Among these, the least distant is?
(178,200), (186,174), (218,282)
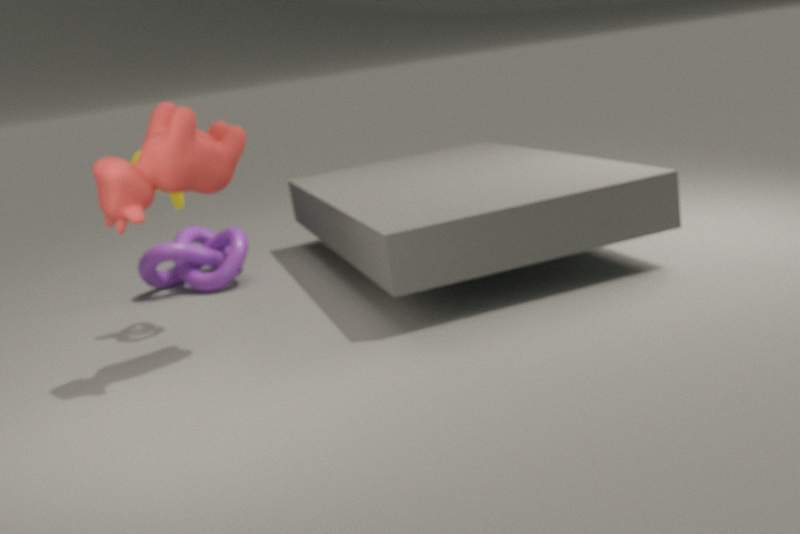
(186,174)
